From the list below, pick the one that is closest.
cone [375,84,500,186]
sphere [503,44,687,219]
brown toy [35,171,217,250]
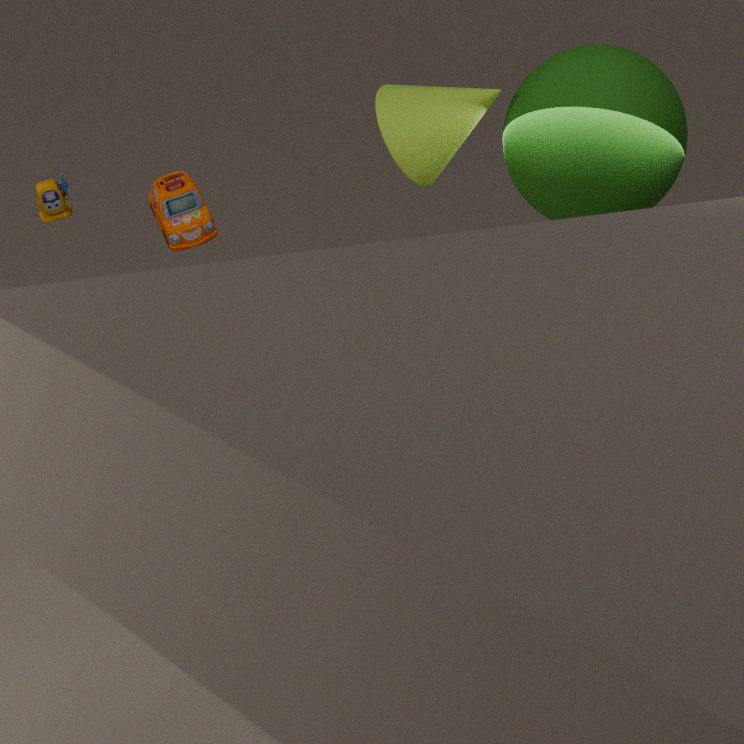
sphere [503,44,687,219]
